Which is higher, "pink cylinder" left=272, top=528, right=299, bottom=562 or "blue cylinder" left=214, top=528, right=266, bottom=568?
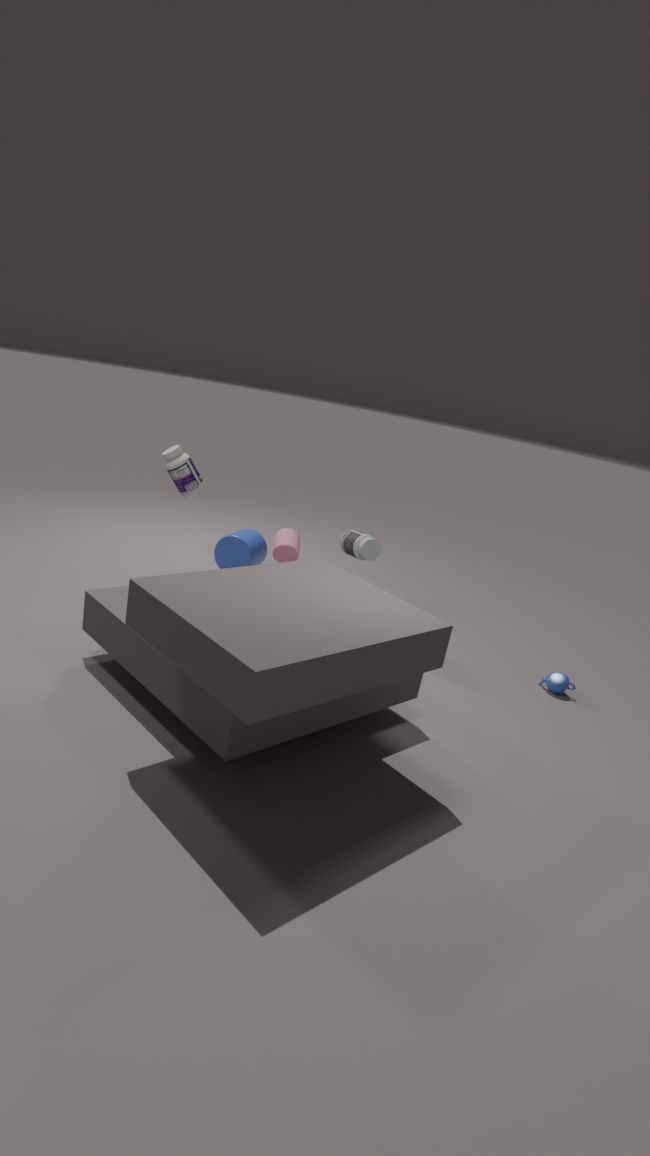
"pink cylinder" left=272, top=528, right=299, bottom=562
